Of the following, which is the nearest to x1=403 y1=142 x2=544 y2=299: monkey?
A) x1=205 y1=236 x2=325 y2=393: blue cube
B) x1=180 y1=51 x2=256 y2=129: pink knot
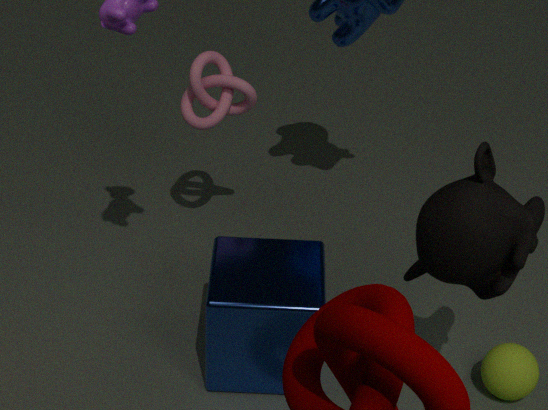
x1=205 y1=236 x2=325 y2=393: blue cube
